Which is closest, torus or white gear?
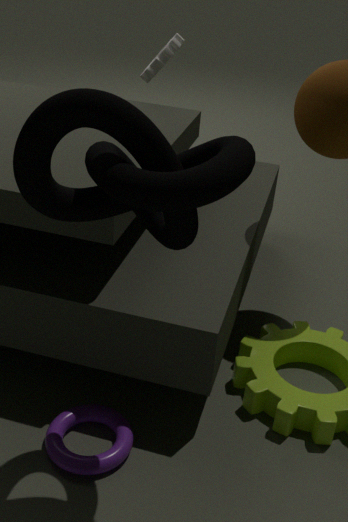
torus
